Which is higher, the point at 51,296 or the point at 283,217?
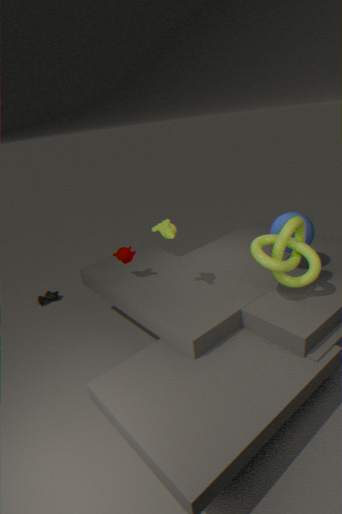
the point at 283,217
